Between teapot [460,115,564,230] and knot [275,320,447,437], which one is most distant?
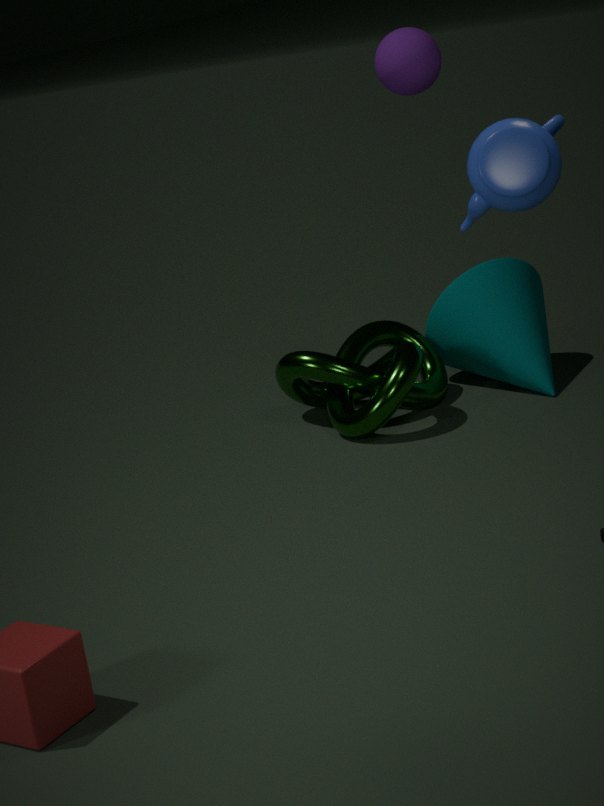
knot [275,320,447,437]
